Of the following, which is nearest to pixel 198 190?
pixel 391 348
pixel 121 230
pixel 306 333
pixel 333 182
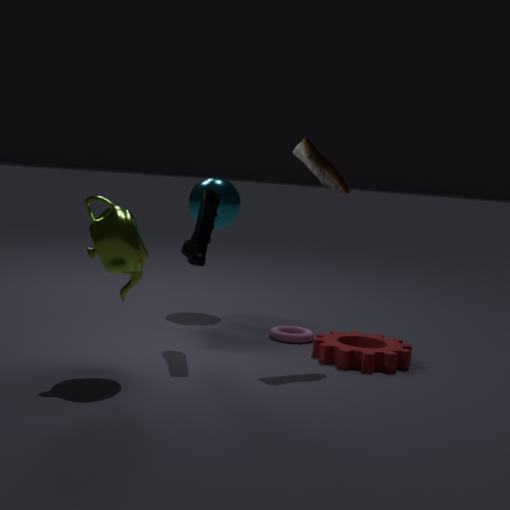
pixel 306 333
